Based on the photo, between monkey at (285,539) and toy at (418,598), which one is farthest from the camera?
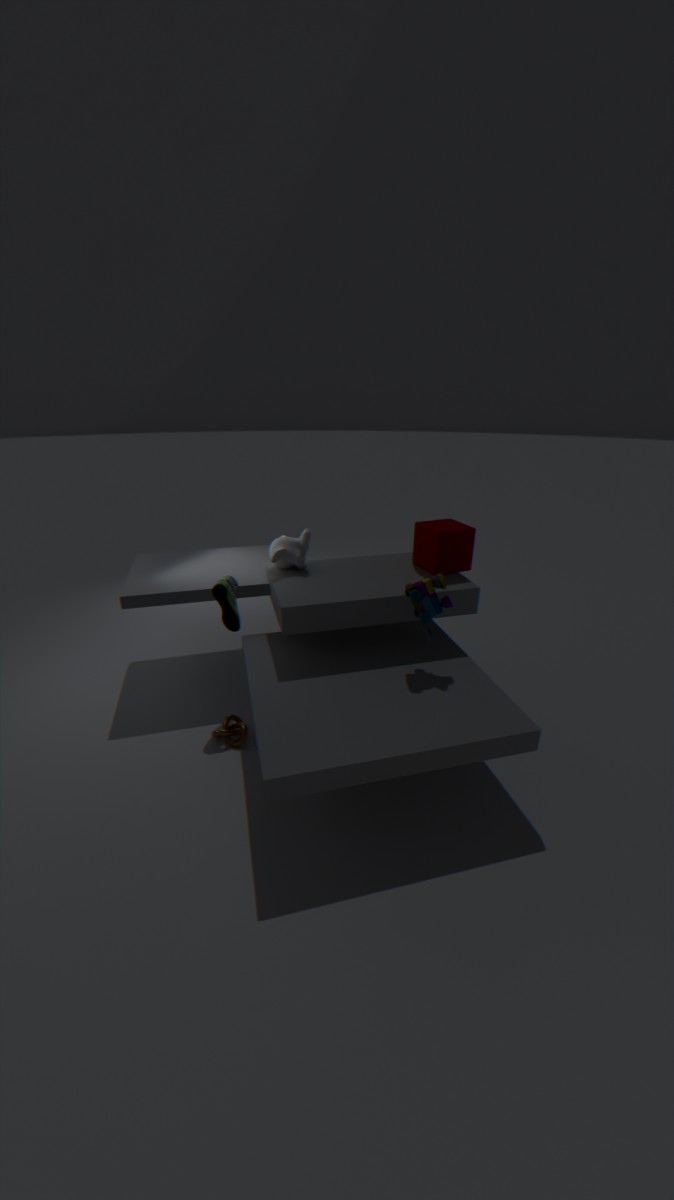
monkey at (285,539)
